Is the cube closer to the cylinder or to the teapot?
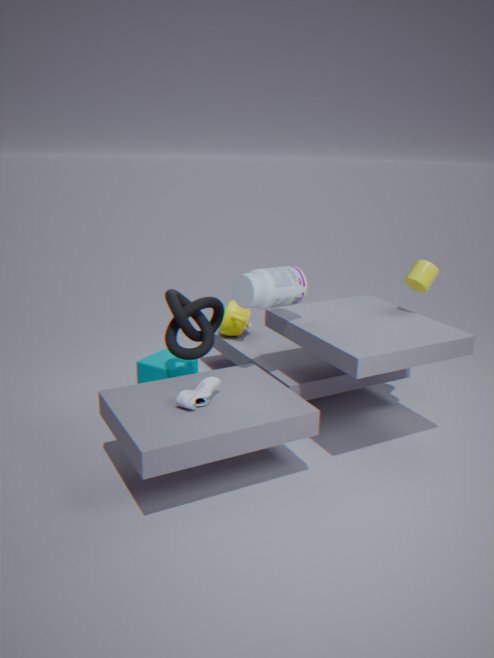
the teapot
